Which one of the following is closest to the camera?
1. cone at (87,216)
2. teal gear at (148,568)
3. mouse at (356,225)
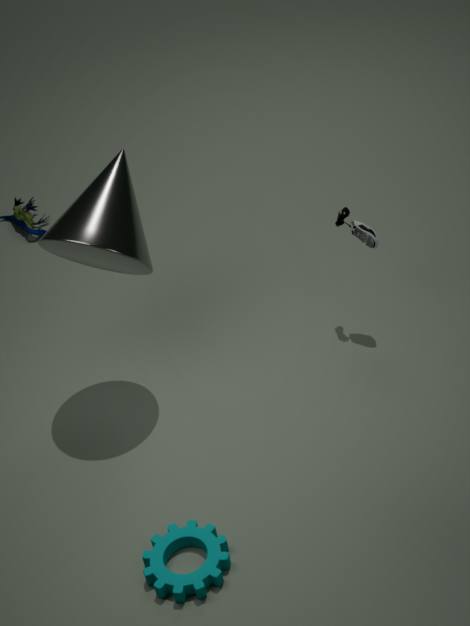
teal gear at (148,568)
